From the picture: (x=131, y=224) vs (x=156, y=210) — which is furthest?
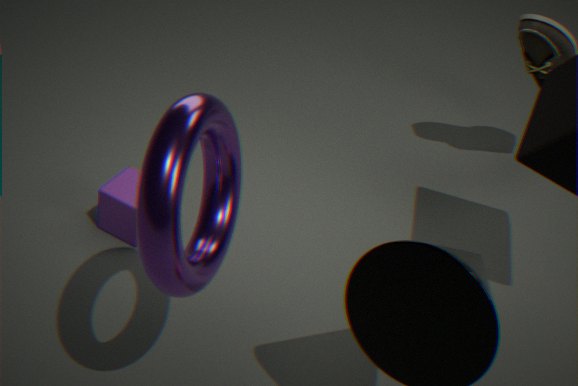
(x=131, y=224)
